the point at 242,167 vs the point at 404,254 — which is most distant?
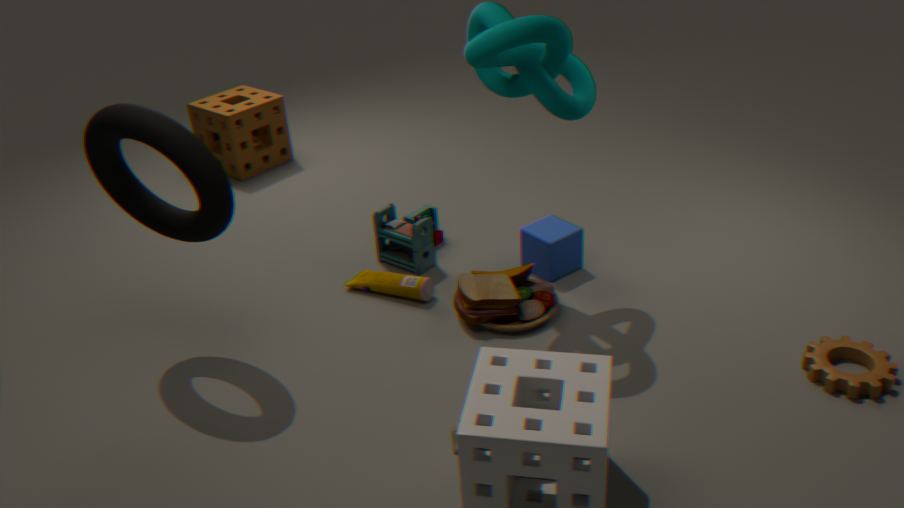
the point at 242,167
